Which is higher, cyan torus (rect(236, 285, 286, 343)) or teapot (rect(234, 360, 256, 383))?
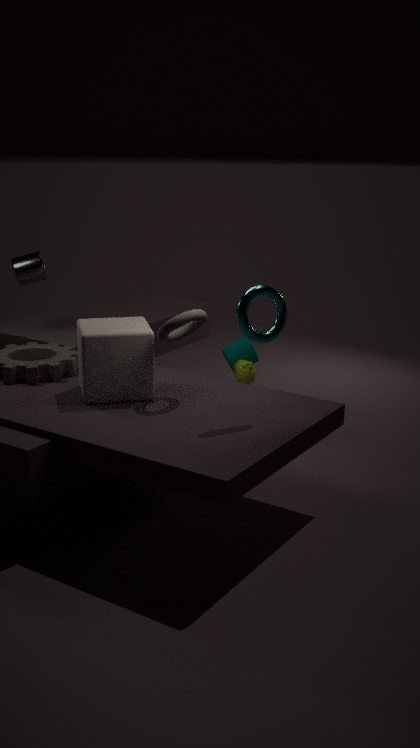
cyan torus (rect(236, 285, 286, 343))
